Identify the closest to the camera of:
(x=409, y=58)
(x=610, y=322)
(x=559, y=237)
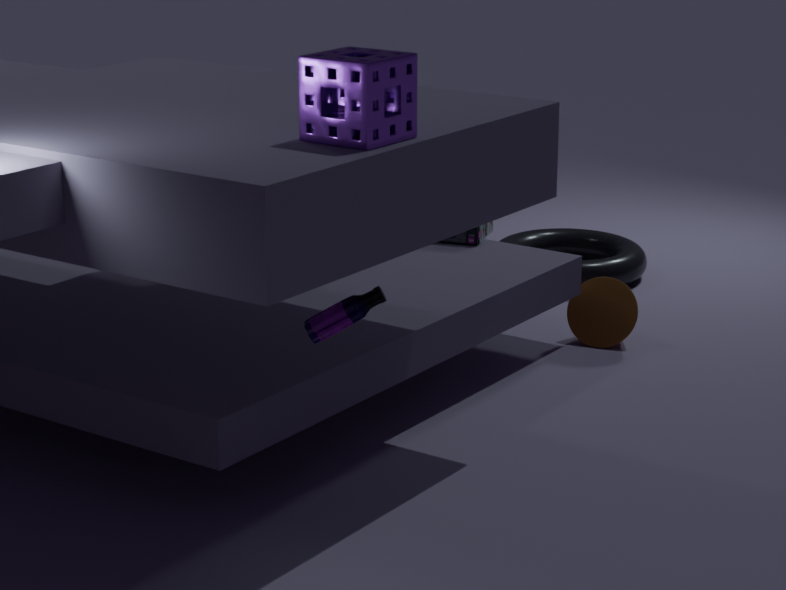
(x=409, y=58)
